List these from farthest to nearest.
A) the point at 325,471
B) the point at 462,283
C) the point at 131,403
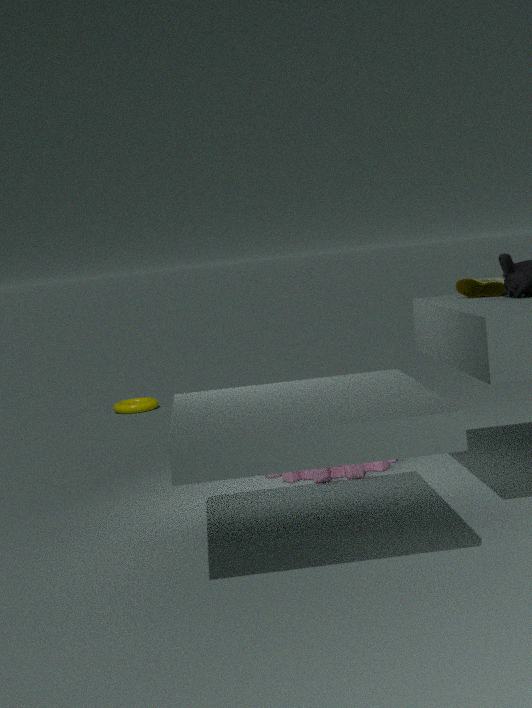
the point at 131,403
the point at 325,471
the point at 462,283
